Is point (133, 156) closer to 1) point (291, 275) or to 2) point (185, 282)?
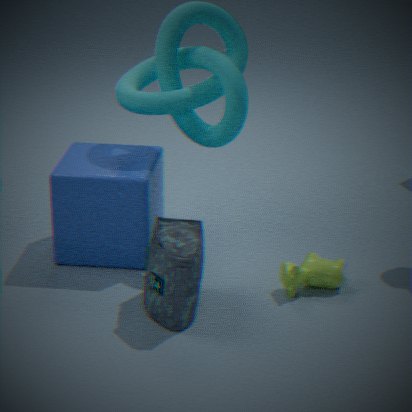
2) point (185, 282)
